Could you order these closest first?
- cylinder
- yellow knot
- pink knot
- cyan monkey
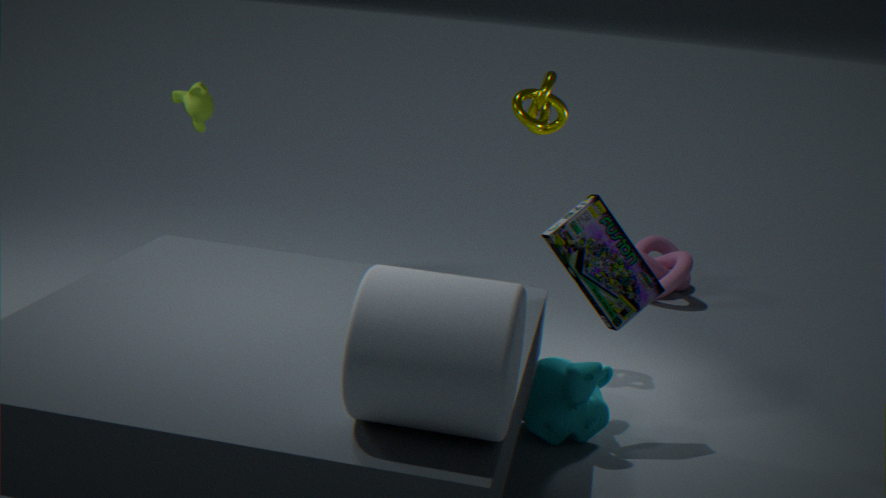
1. cylinder
2. cyan monkey
3. yellow knot
4. pink knot
